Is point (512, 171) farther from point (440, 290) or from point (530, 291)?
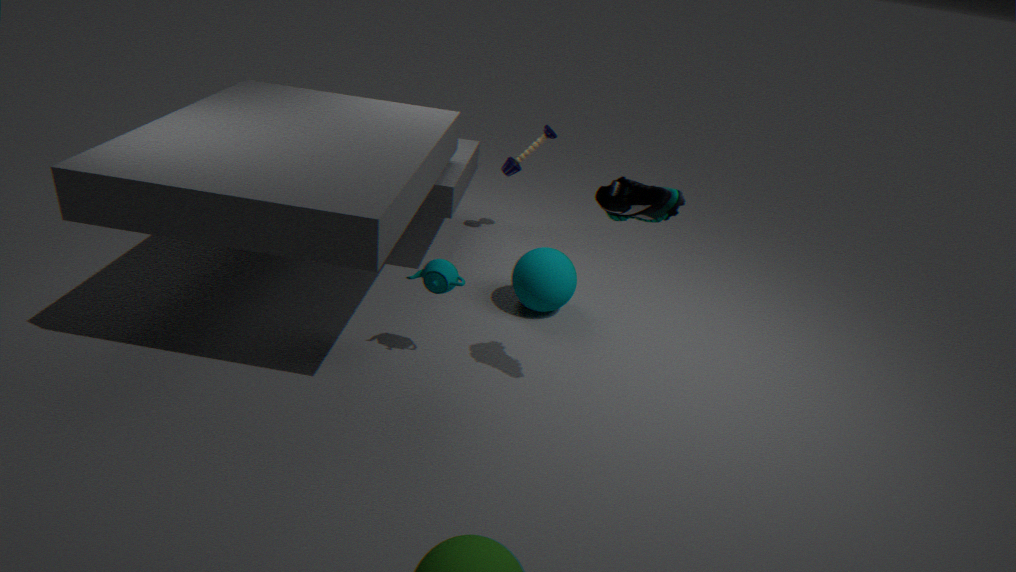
point (440, 290)
